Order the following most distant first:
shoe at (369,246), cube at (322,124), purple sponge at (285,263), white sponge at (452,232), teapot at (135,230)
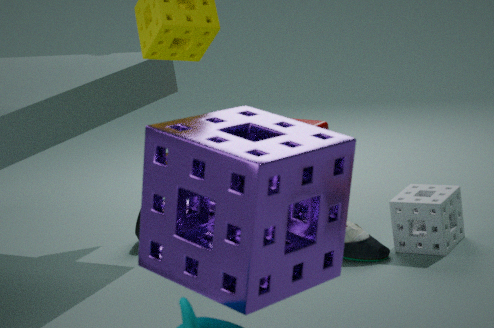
teapot at (135,230) < cube at (322,124) < shoe at (369,246) < white sponge at (452,232) < purple sponge at (285,263)
